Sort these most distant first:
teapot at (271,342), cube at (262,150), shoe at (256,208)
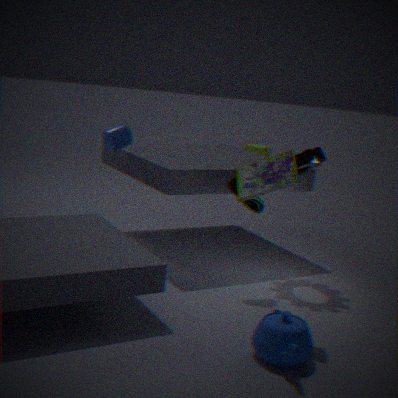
cube at (262,150) → shoe at (256,208) → teapot at (271,342)
